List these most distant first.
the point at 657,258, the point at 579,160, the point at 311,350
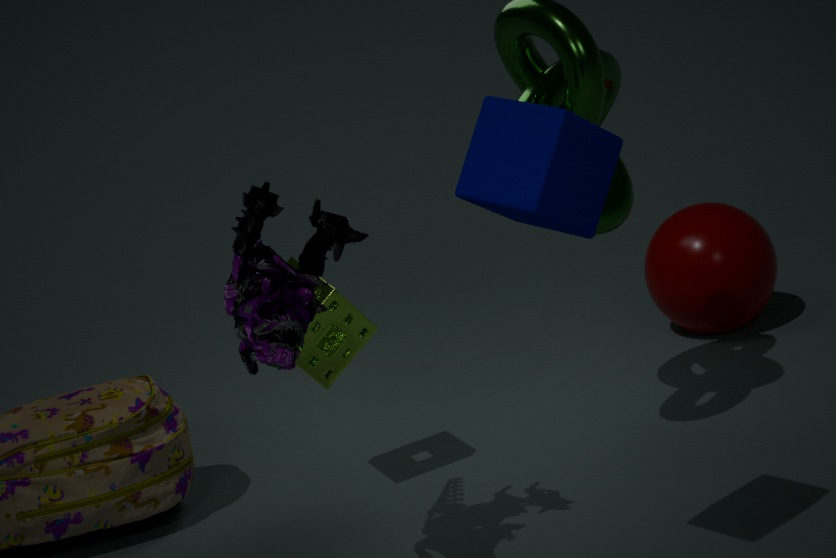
the point at 657,258 < the point at 311,350 < the point at 579,160
